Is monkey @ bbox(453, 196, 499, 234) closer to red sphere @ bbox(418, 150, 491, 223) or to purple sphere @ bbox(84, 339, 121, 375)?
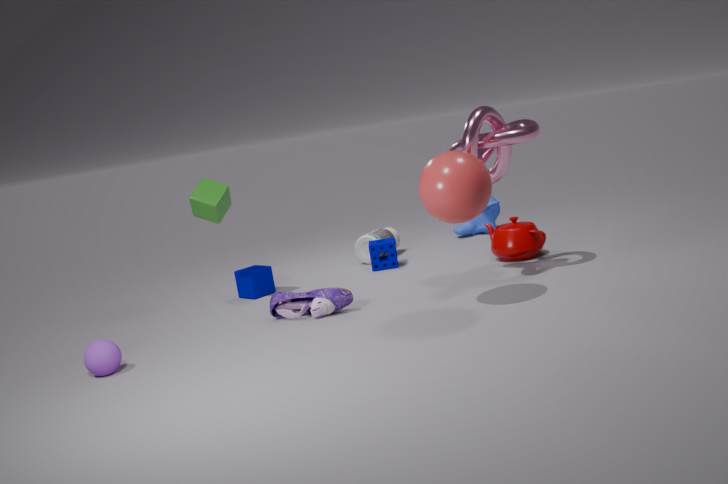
red sphere @ bbox(418, 150, 491, 223)
